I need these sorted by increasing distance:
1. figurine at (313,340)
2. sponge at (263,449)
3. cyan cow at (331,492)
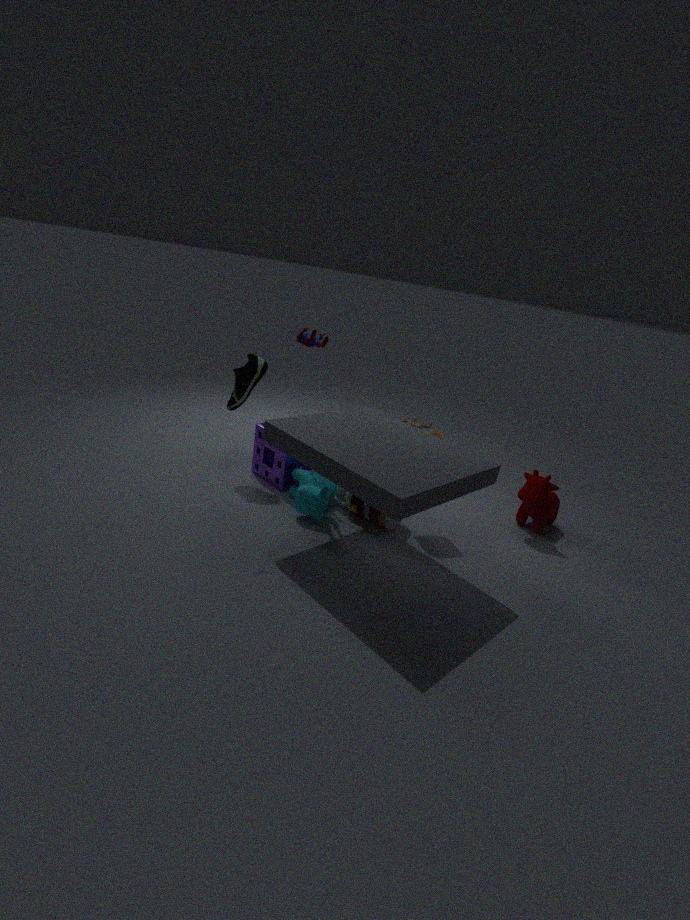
cyan cow at (331,492) < figurine at (313,340) < sponge at (263,449)
